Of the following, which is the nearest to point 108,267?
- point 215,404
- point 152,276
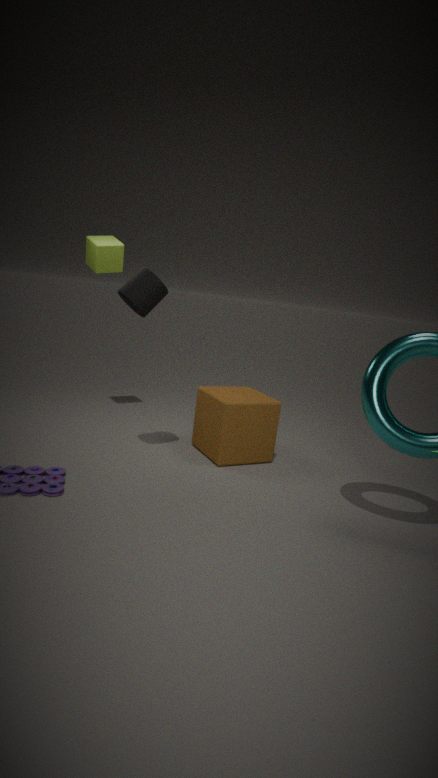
point 152,276
